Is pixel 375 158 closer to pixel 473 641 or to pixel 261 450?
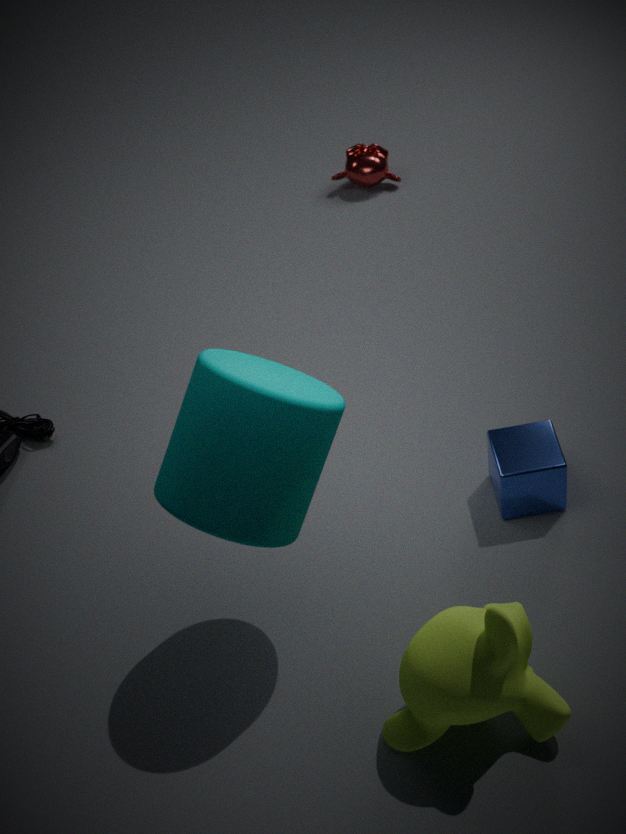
pixel 261 450
